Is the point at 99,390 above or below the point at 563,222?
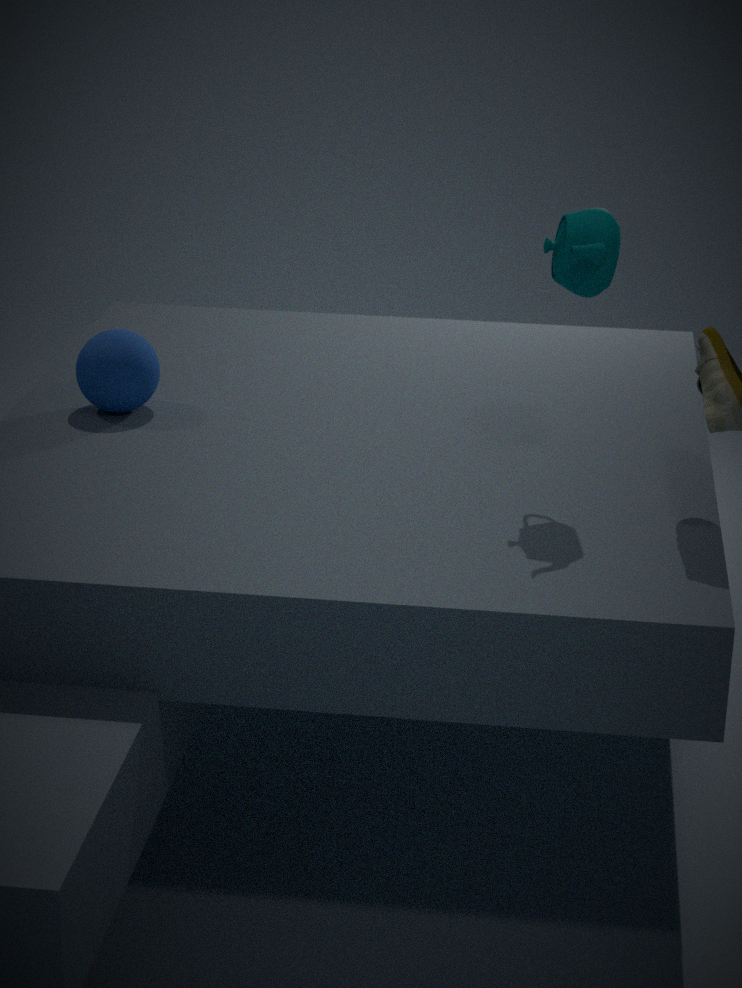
below
